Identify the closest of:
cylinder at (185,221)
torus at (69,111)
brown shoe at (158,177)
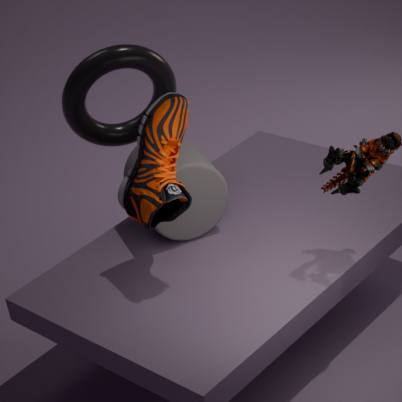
brown shoe at (158,177)
